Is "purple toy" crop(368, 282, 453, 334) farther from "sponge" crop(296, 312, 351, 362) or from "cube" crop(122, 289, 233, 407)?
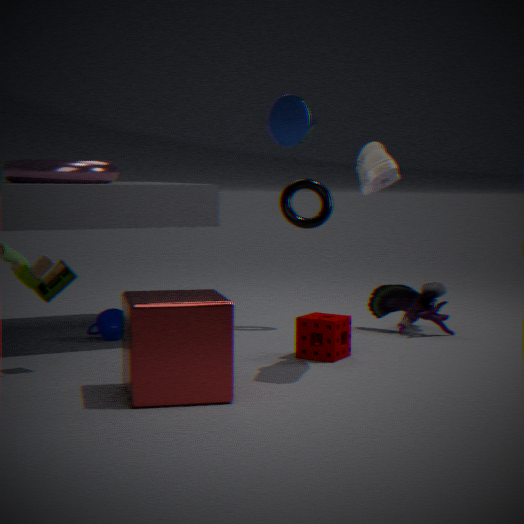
"cube" crop(122, 289, 233, 407)
